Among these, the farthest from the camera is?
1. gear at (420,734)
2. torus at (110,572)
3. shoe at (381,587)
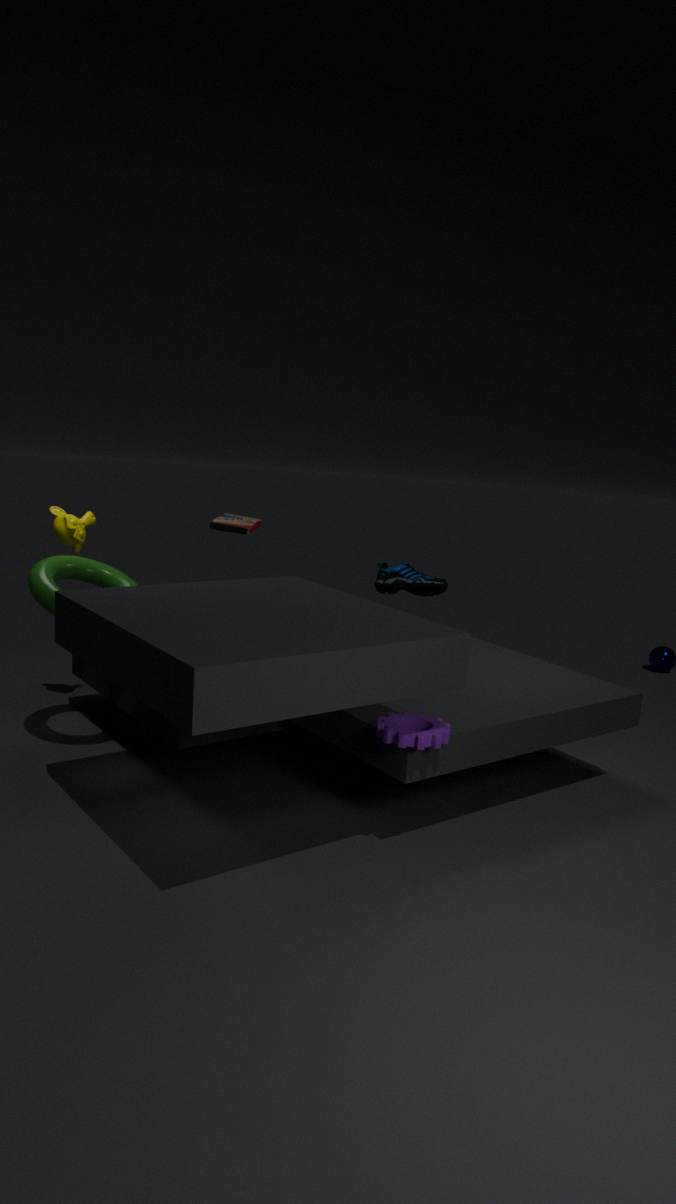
shoe at (381,587)
